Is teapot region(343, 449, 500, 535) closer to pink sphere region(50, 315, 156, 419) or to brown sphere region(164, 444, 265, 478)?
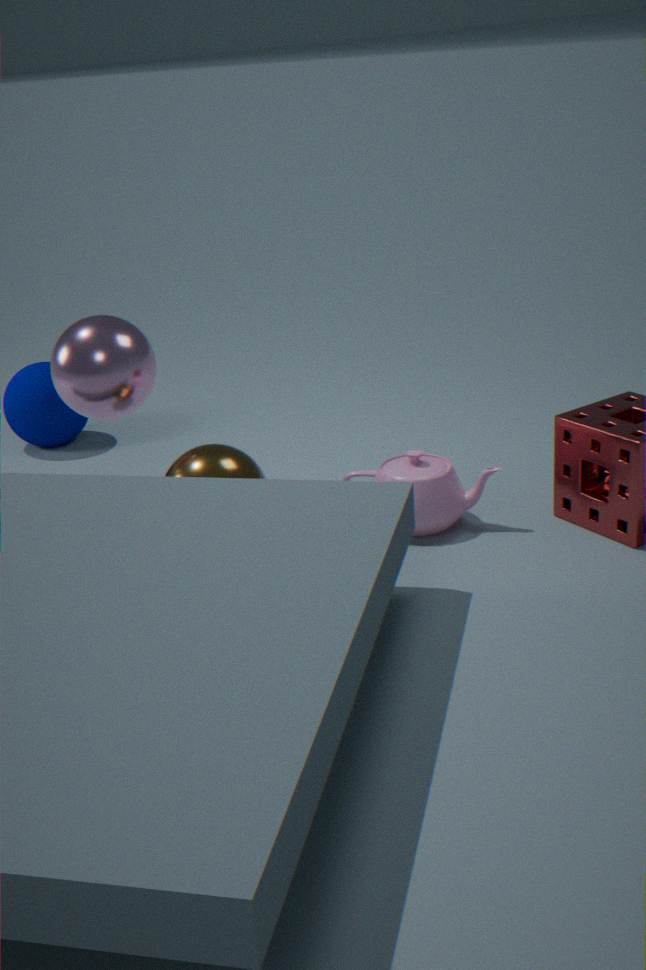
brown sphere region(164, 444, 265, 478)
